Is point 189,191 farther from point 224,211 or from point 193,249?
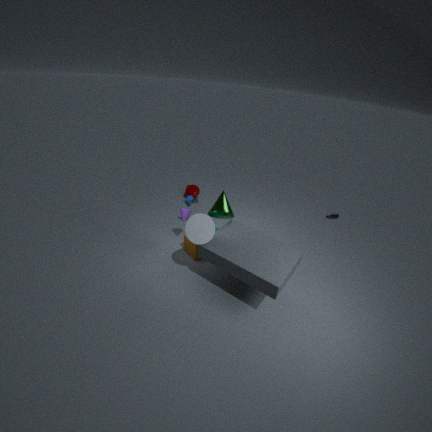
point 224,211
